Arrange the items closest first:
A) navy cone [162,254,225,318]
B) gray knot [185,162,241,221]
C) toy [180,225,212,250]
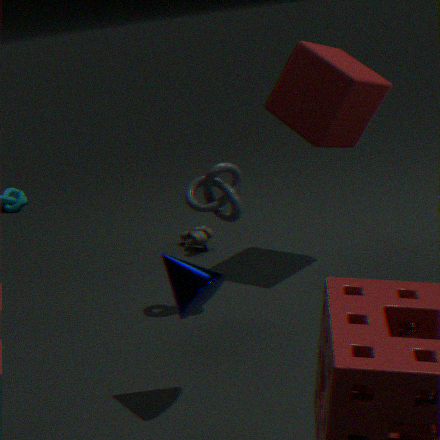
navy cone [162,254,225,318]
gray knot [185,162,241,221]
toy [180,225,212,250]
